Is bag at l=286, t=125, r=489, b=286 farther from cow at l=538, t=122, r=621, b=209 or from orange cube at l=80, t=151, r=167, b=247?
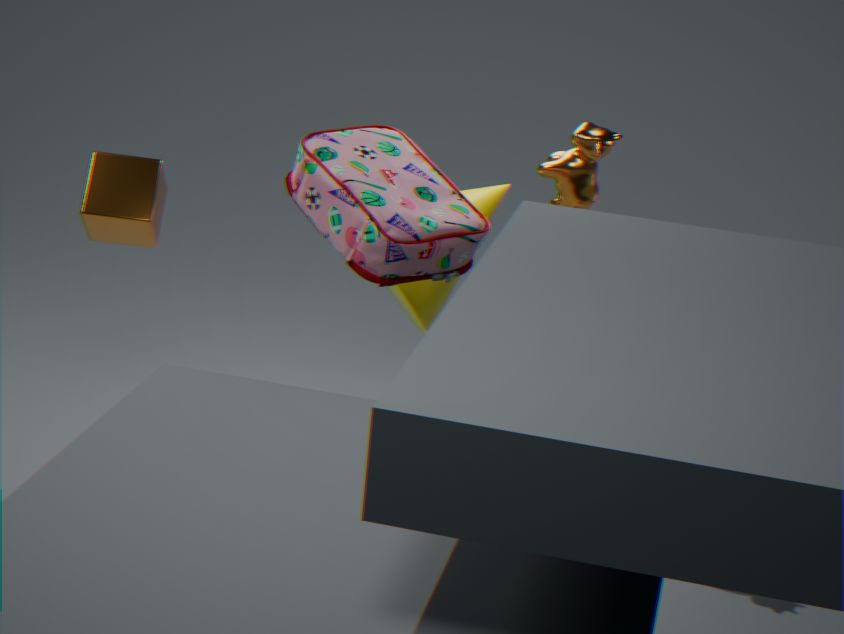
orange cube at l=80, t=151, r=167, b=247
